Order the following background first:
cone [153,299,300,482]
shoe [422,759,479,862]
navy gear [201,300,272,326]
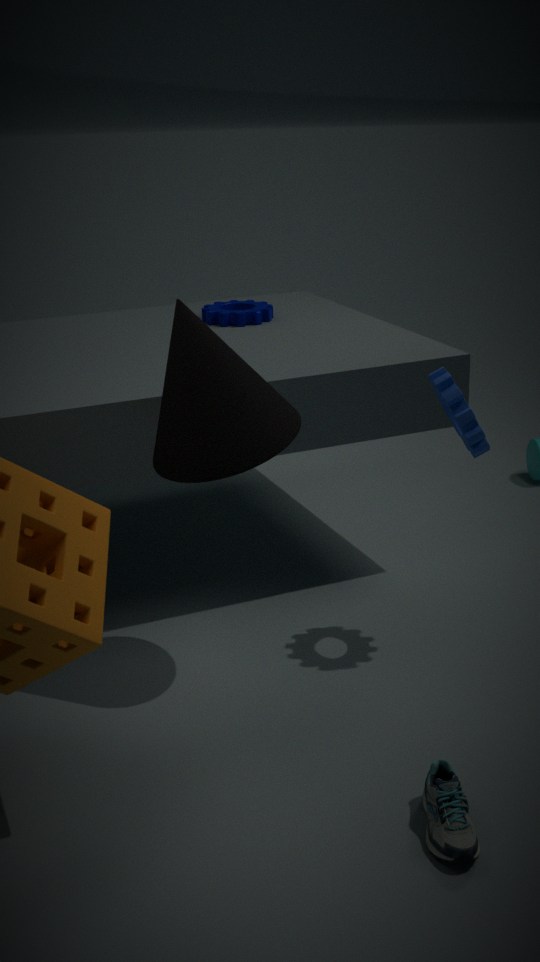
1. navy gear [201,300,272,326]
2. cone [153,299,300,482]
3. shoe [422,759,479,862]
